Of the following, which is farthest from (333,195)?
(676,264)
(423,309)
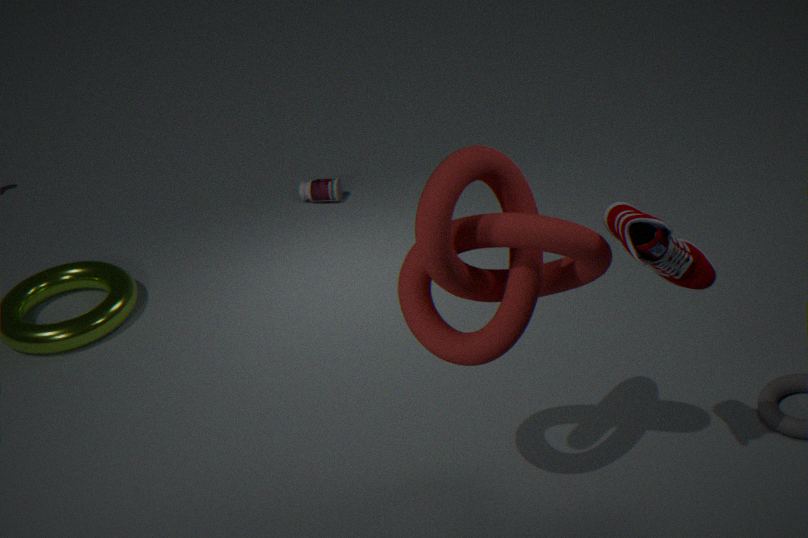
(676,264)
